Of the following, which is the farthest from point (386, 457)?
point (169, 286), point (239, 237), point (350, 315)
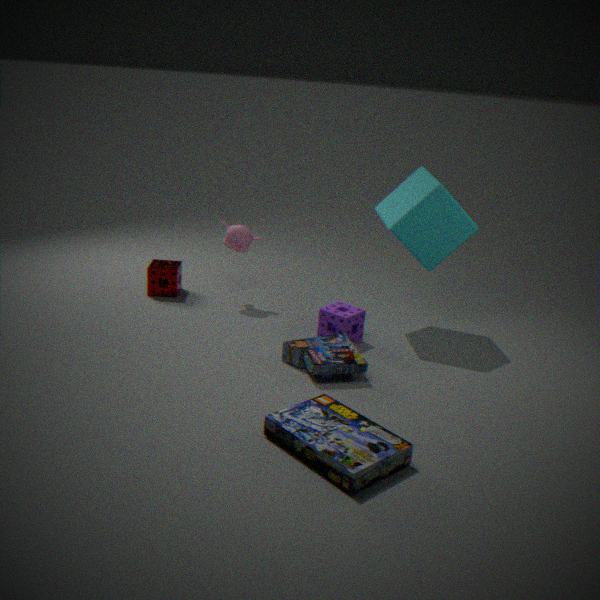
point (169, 286)
